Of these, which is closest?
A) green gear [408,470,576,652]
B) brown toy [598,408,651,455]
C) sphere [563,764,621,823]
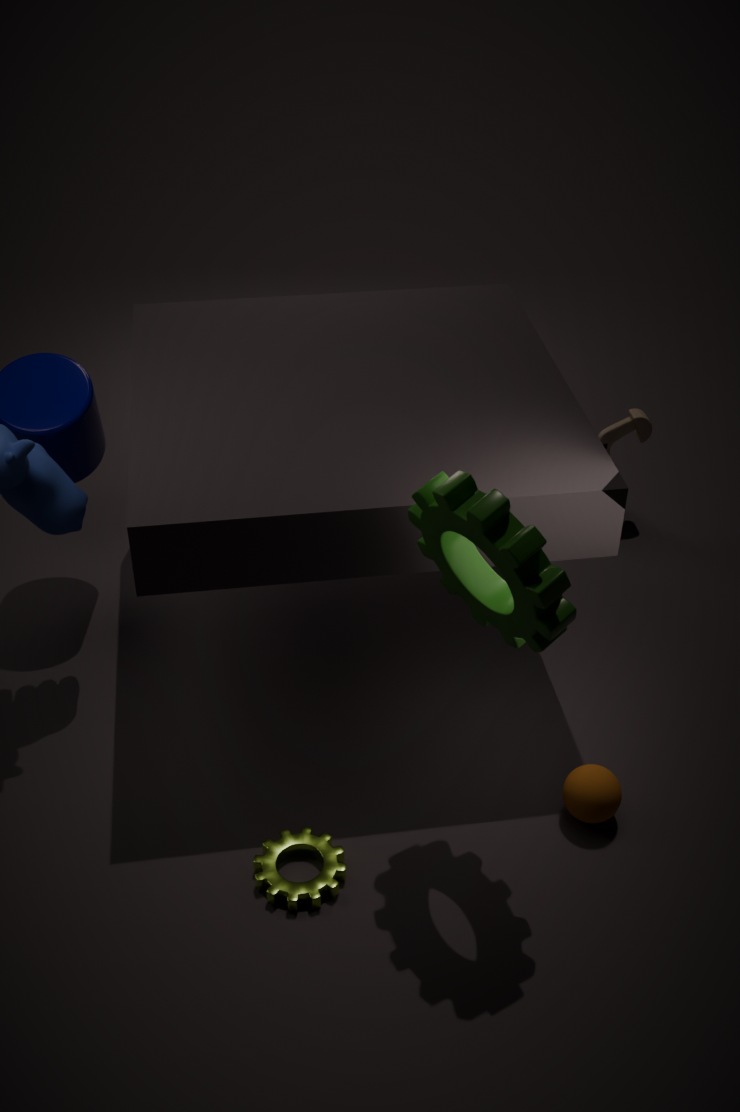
green gear [408,470,576,652]
